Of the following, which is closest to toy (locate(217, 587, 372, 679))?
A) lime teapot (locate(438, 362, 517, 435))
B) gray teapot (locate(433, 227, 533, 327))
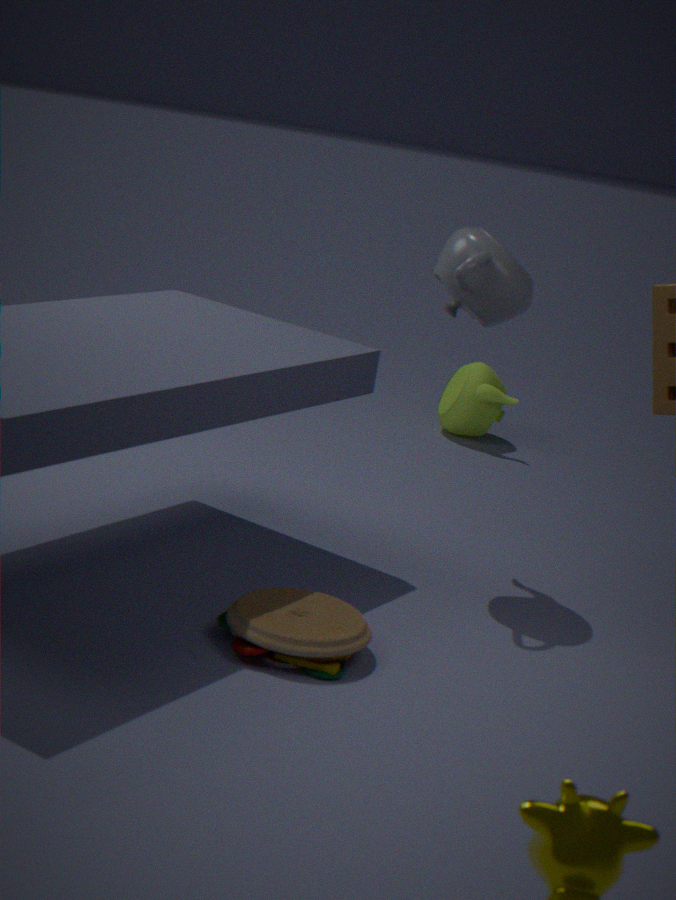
gray teapot (locate(433, 227, 533, 327))
